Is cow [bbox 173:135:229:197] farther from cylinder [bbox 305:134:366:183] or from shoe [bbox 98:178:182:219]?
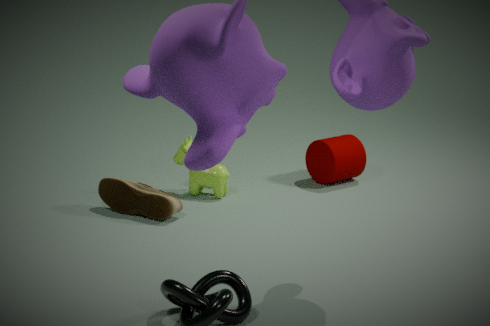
cylinder [bbox 305:134:366:183]
